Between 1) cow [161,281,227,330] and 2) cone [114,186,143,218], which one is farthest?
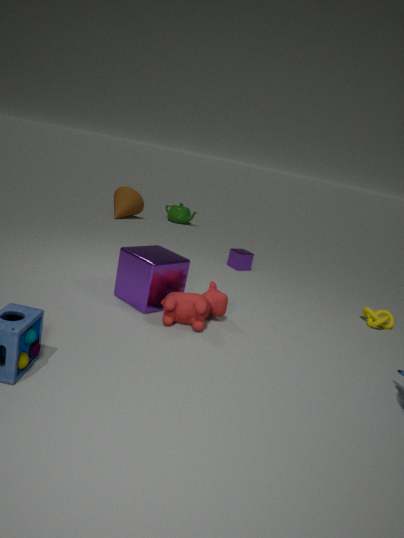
2. cone [114,186,143,218]
